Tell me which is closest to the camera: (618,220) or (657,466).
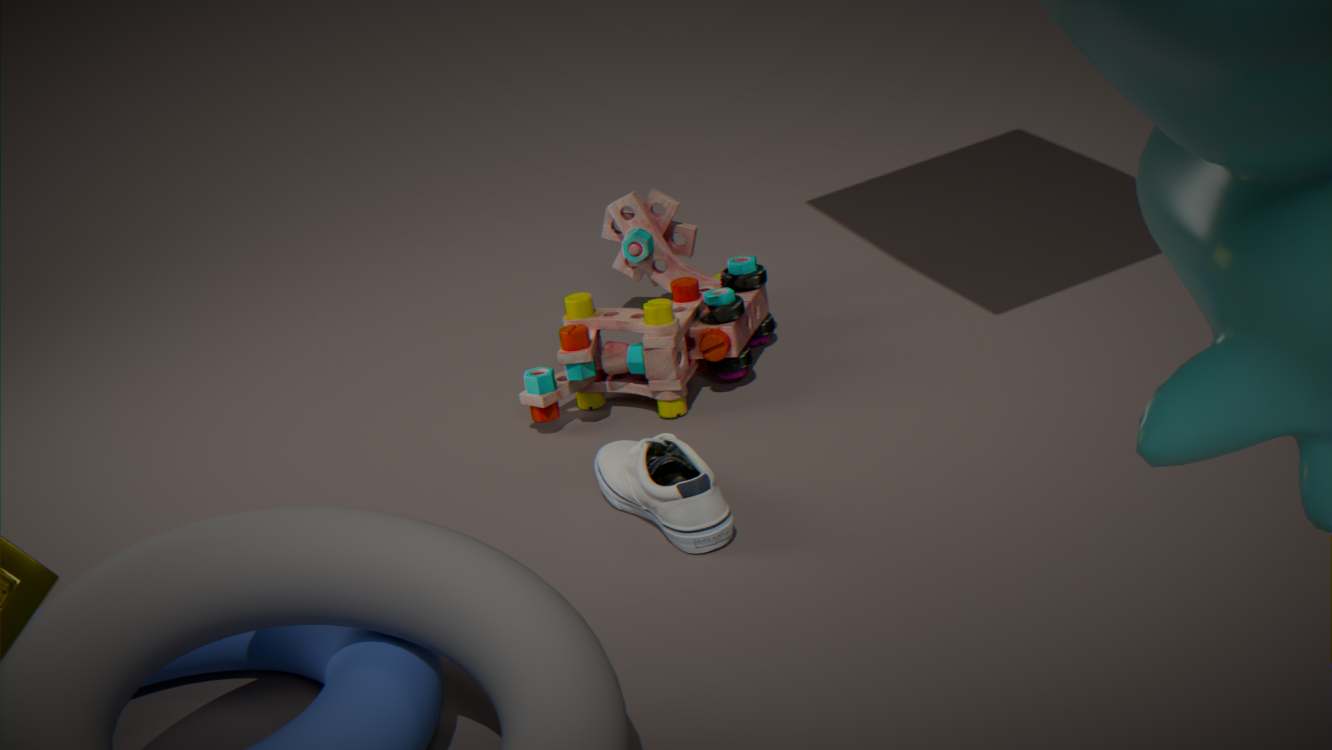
(657,466)
